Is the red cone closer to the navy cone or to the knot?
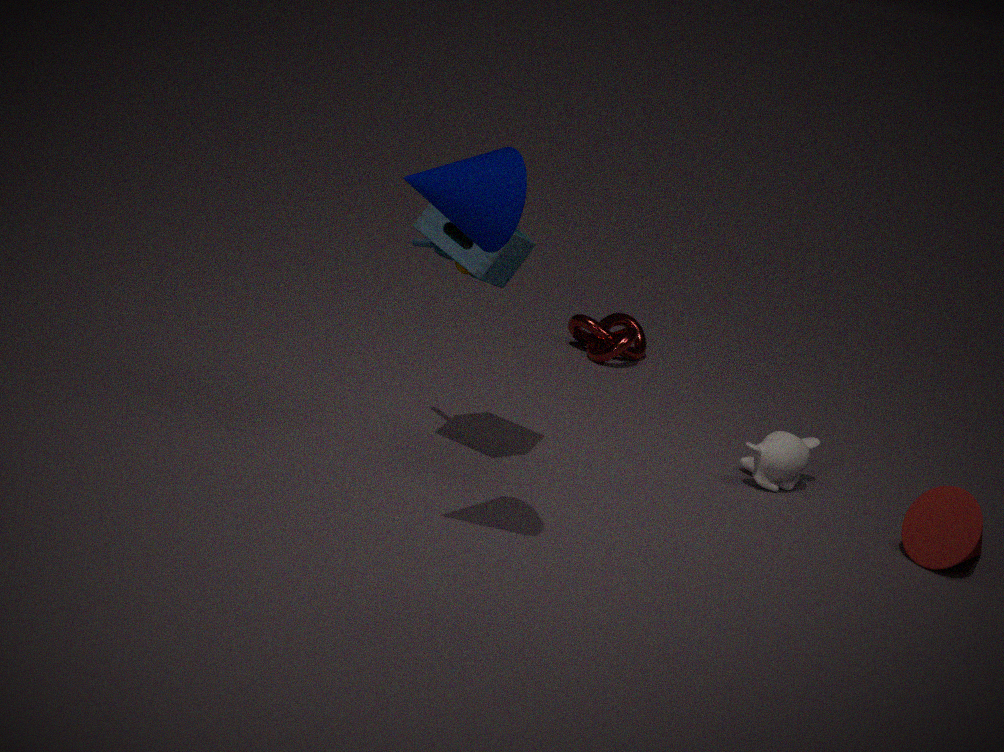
the knot
